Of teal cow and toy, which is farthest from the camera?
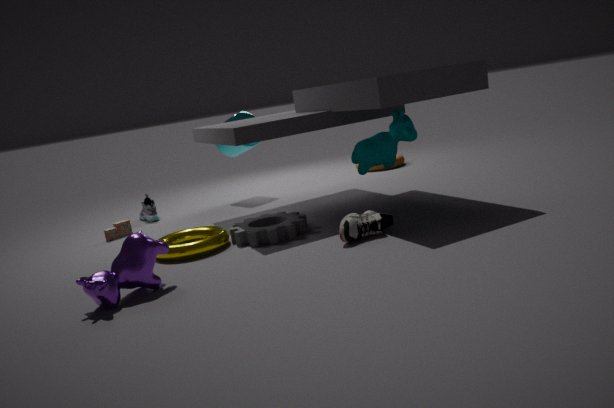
toy
